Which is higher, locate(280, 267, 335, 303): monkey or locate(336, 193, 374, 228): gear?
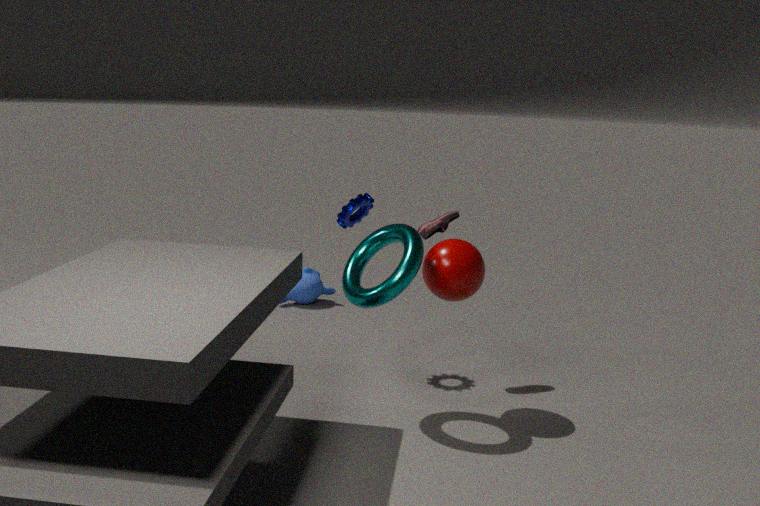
locate(336, 193, 374, 228): gear
